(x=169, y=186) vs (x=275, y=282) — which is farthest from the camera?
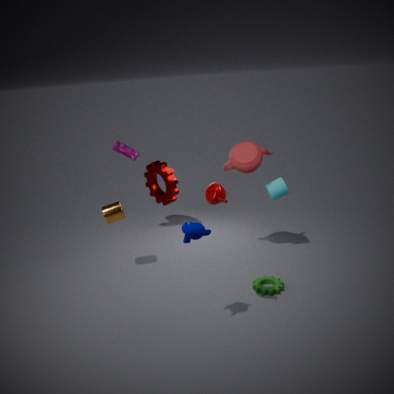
(x=169, y=186)
